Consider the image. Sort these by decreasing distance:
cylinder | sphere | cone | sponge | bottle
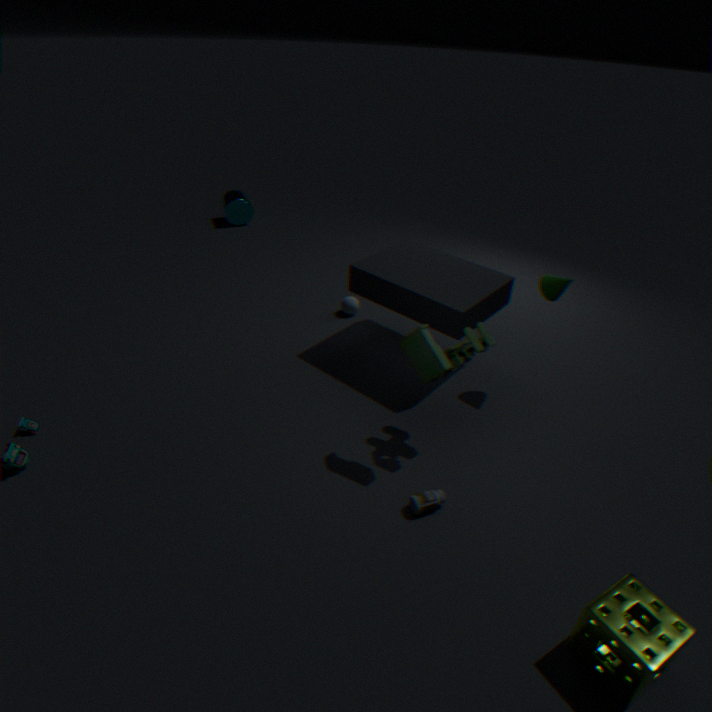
cylinder → sphere → cone → bottle → sponge
